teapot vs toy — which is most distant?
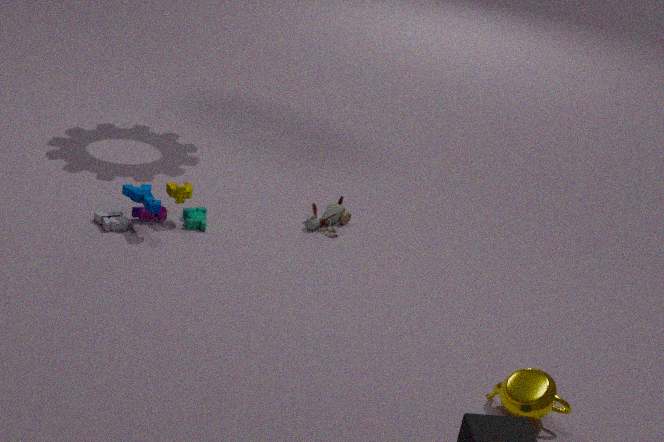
toy
